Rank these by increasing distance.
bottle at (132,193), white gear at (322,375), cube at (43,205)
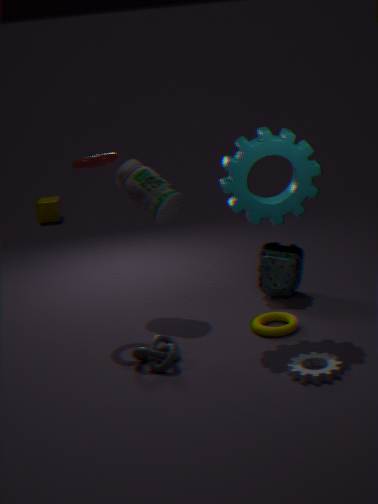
white gear at (322,375), bottle at (132,193), cube at (43,205)
